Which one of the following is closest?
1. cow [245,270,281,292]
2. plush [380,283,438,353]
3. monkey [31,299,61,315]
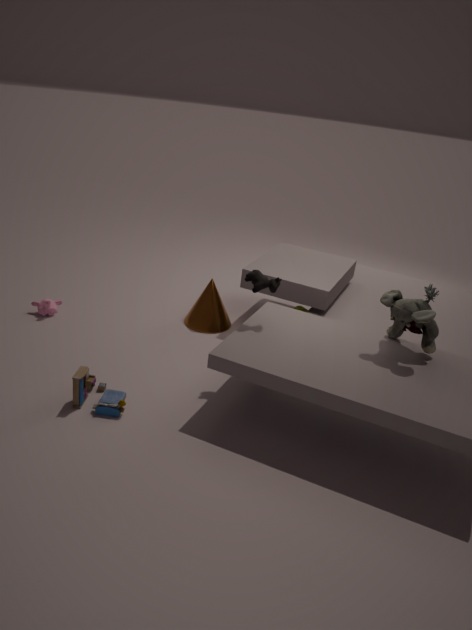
plush [380,283,438,353]
